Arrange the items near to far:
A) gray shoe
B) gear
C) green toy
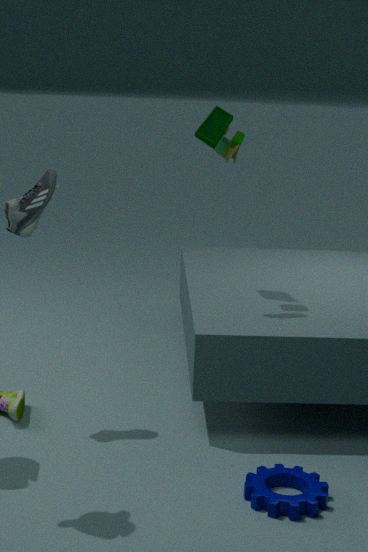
gear, gray shoe, green toy
